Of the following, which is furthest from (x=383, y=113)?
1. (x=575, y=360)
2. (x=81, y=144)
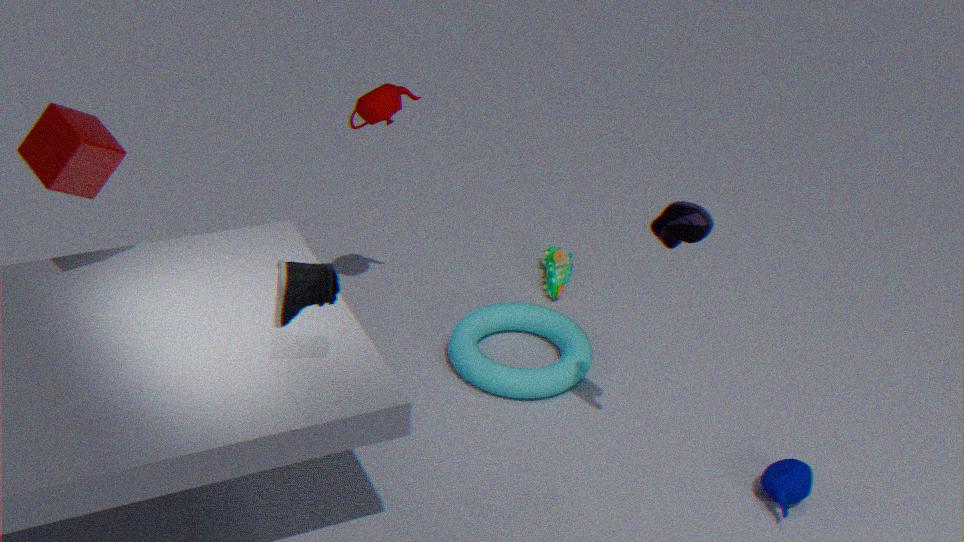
(x=81, y=144)
